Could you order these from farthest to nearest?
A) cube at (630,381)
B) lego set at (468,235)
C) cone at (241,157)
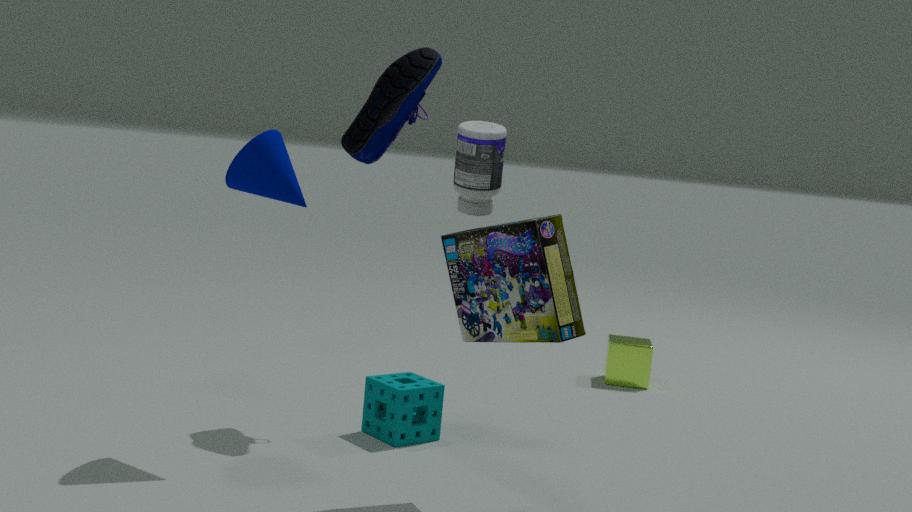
cube at (630,381) < cone at (241,157) < lego set at (468,235)
